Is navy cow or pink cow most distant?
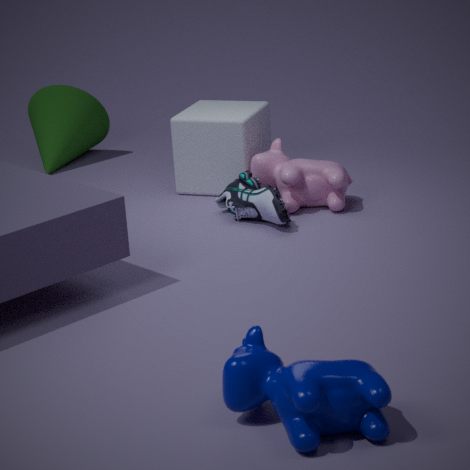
pink cow
